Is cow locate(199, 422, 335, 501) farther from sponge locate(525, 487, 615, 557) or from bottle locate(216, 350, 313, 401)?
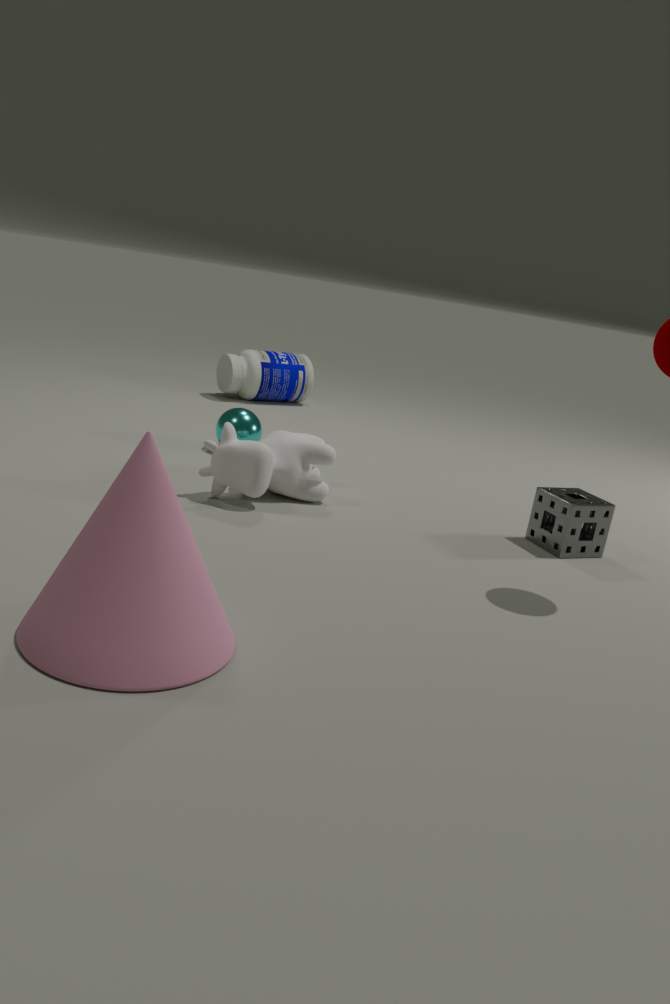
bottle locate(216, 350, 313, 401)
